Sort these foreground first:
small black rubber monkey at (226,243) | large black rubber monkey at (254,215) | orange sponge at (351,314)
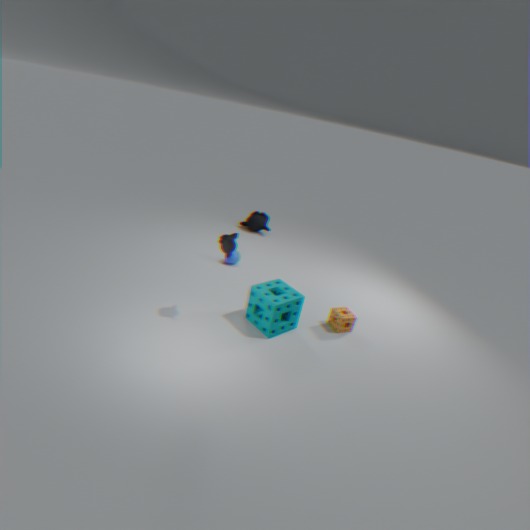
1. small black rubber monkey at (226,243)
2. orange sponge at (351,314)
3. large black rubber monkey at (254,215)
